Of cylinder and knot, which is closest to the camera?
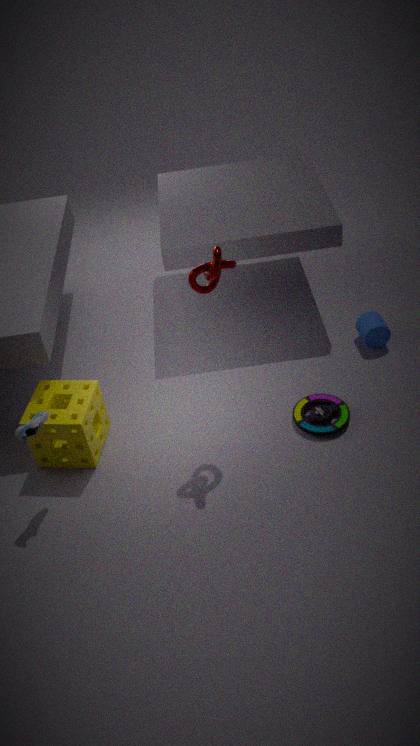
knot
